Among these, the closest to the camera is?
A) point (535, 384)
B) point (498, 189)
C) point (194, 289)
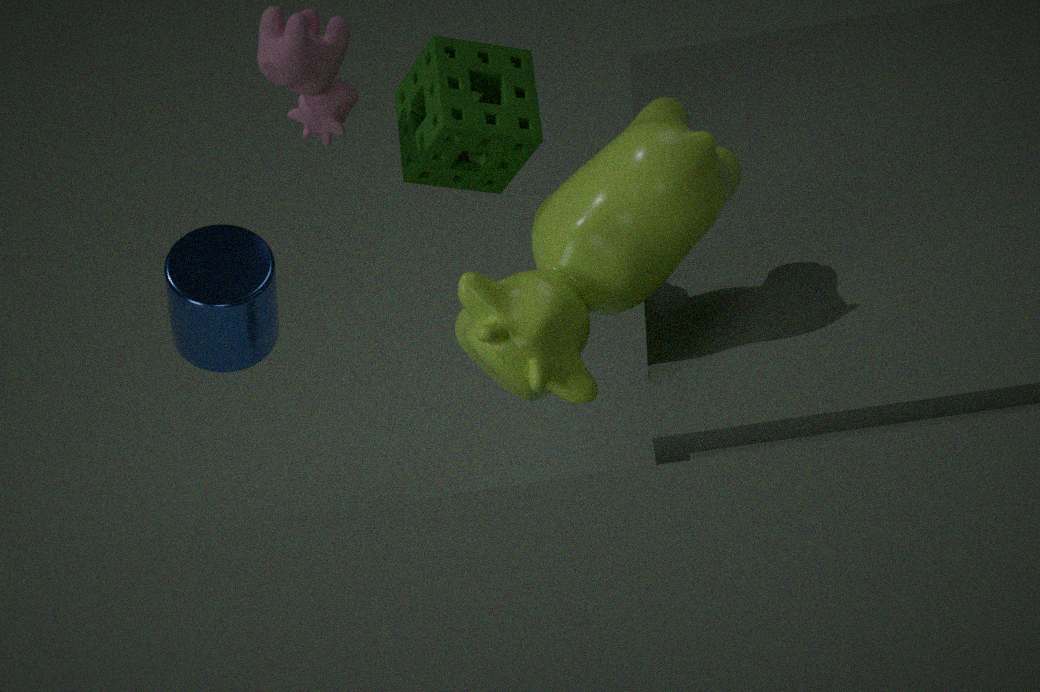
point (535, 384)
